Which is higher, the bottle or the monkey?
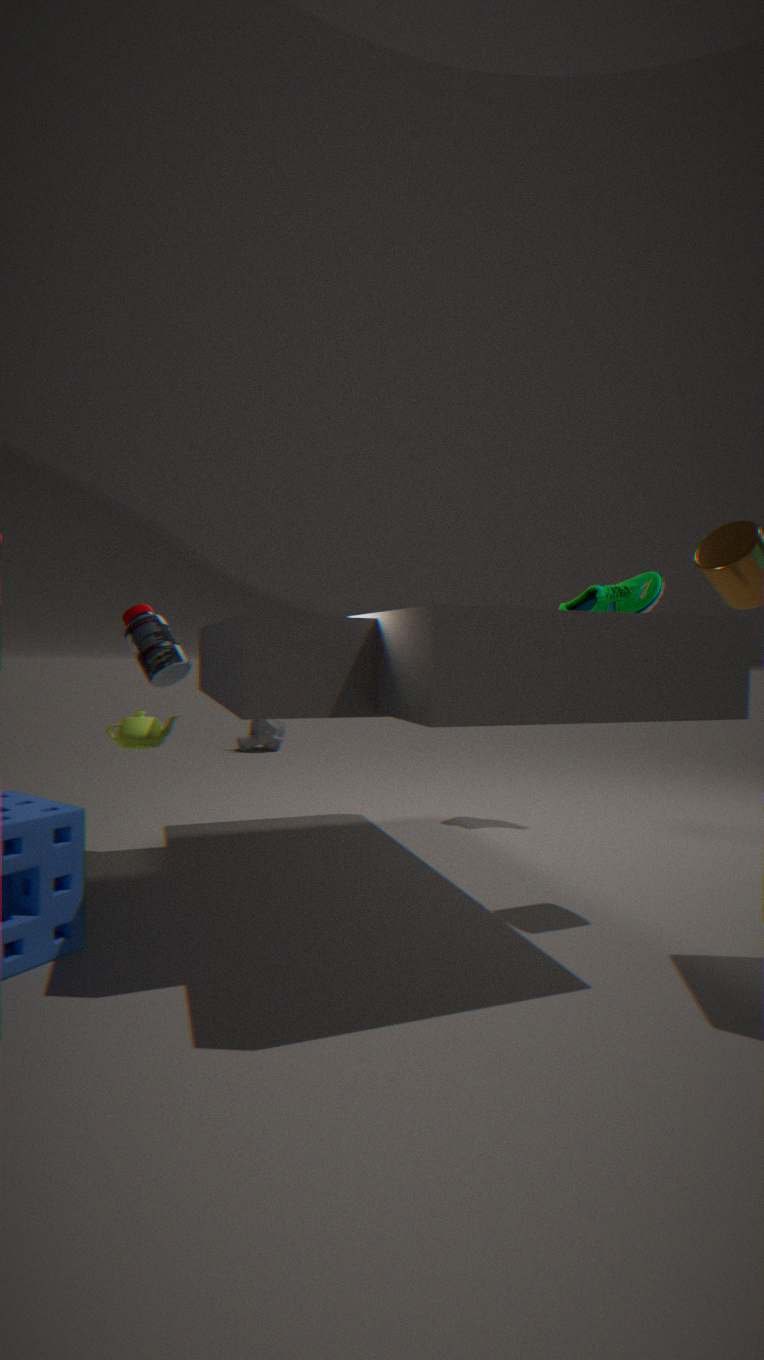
the bottle
